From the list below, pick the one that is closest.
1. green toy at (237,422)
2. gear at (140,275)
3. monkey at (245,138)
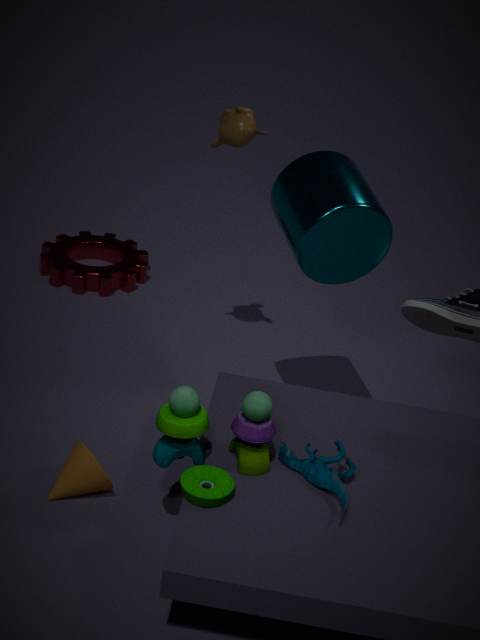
green toy at (237,422)
